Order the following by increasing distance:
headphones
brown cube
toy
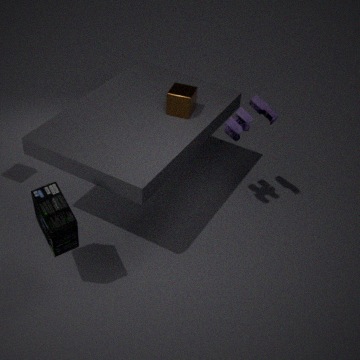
headphones, toy, brown cube
